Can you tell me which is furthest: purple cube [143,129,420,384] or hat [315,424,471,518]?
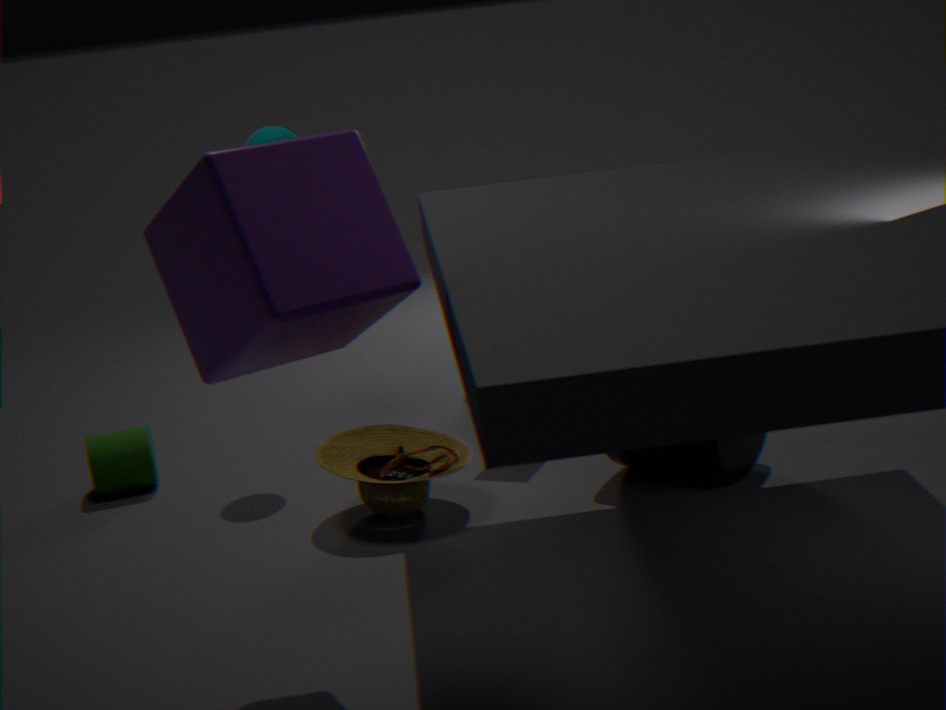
hat [315,424,471,518]
